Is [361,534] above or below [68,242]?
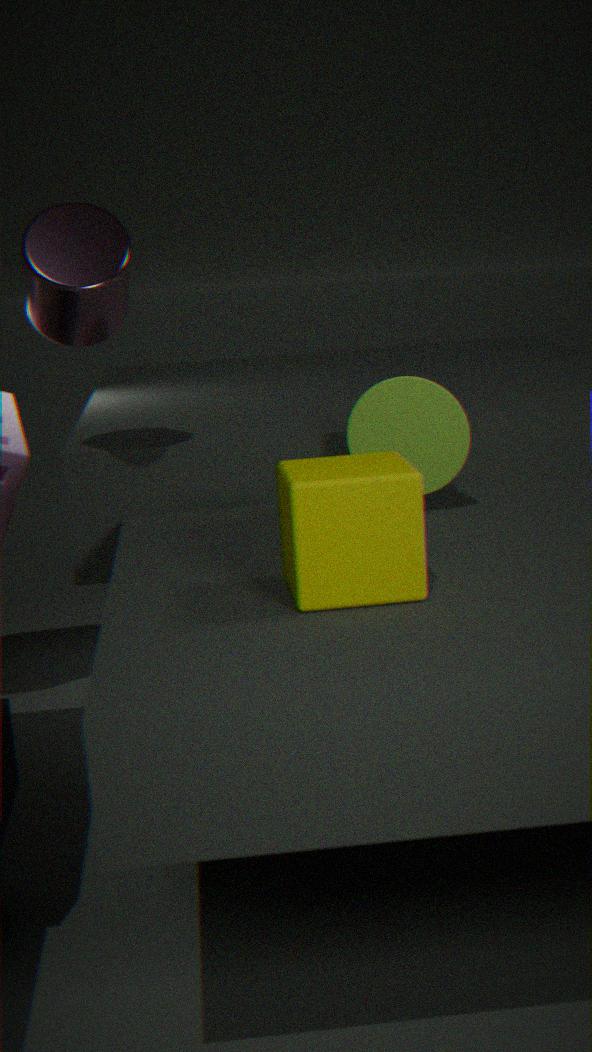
below
